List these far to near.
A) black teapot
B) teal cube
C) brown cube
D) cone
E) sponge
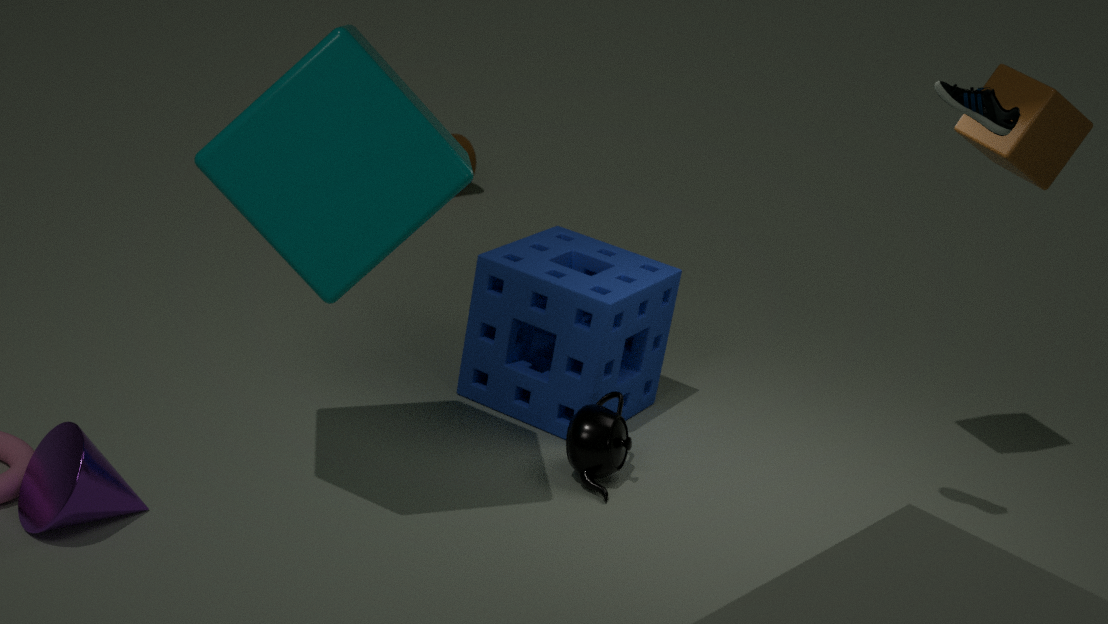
sponge
black teapot
brown cube
cone
teal cube
